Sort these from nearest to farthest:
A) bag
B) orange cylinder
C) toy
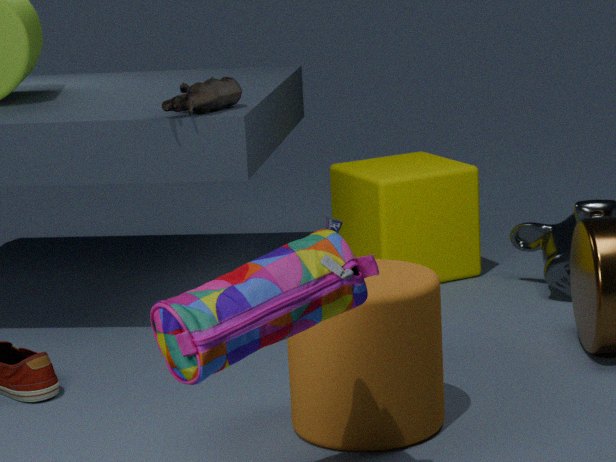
A. bag
B. orange cylinder
C. toy
